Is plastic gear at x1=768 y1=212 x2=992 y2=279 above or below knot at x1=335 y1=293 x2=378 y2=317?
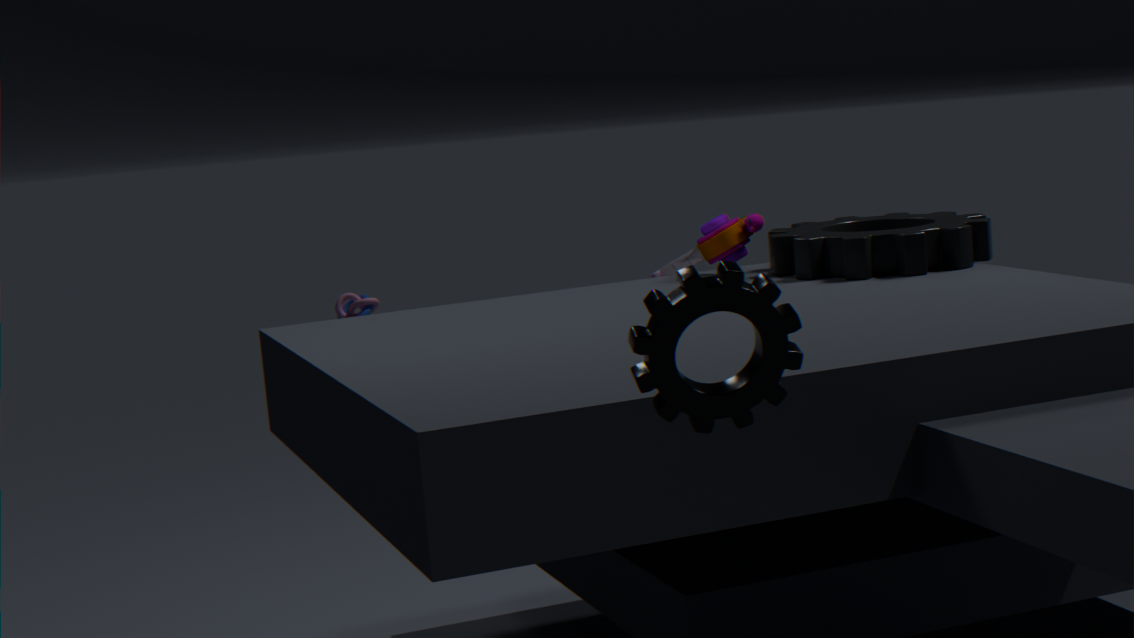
above
